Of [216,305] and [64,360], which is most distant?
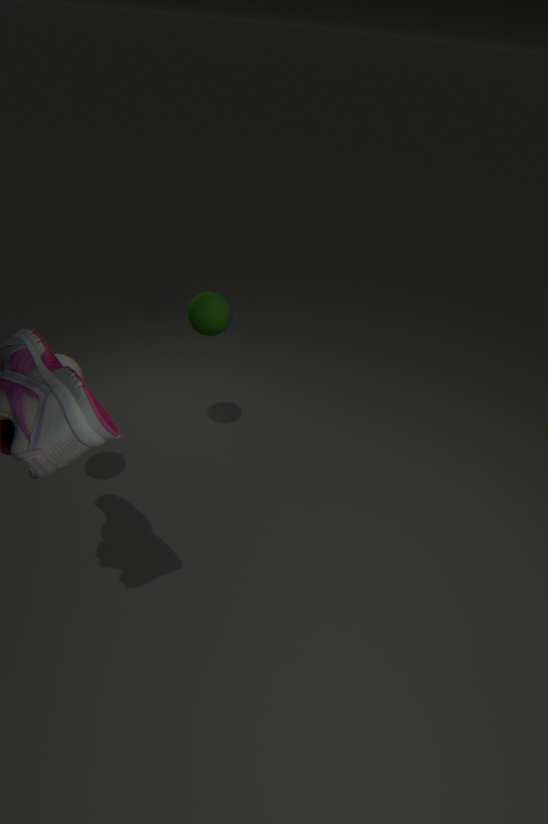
[216,305]
